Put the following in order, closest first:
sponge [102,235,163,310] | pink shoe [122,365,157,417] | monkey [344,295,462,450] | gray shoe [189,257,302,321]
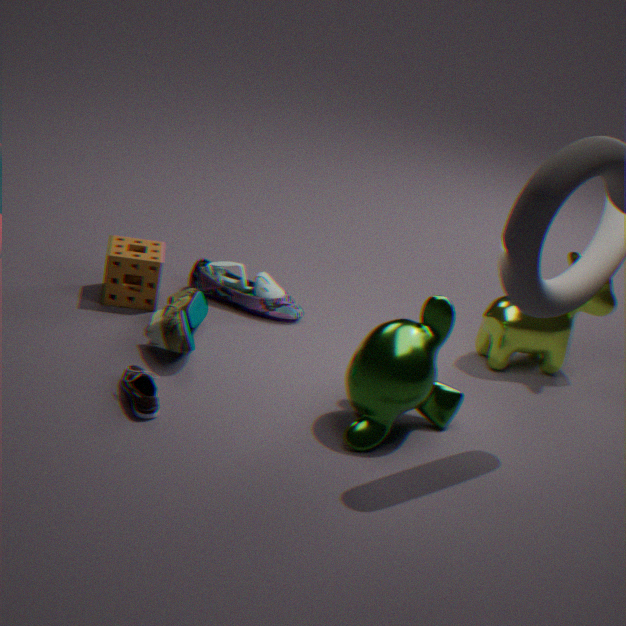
pink shoe [122,365,157,417] < monkey [344,295,462,450] < sponge [102,235,163,310] < gray shoe [189,257,302,321]
